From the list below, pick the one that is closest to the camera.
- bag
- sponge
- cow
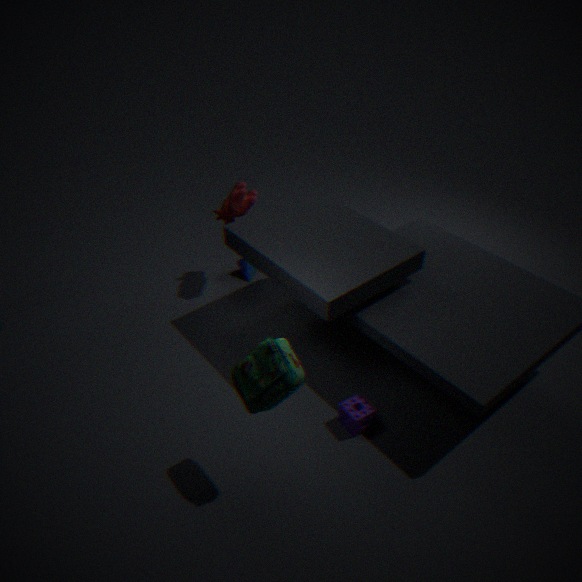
bag
